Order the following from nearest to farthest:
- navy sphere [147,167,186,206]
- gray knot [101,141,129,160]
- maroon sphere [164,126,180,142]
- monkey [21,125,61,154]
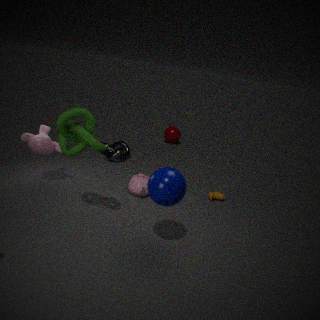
navy sphere [147,167,186,206] → monkey [21,125,61,154] → gray knot [101,141,129,160] → maroon sphere [164,126,180,142]
